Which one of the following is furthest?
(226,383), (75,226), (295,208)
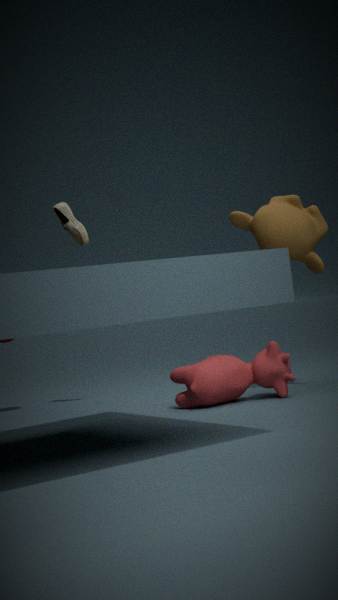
(75,226)
